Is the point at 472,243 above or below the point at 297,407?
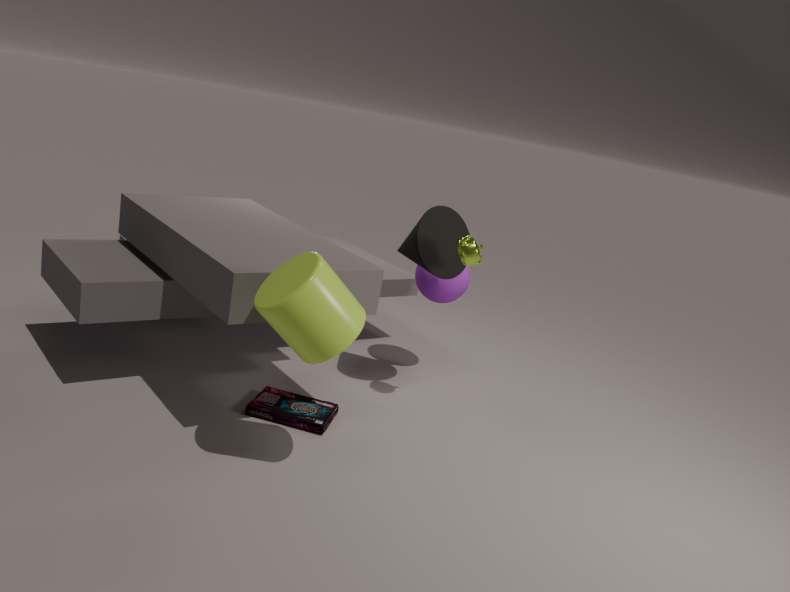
above
